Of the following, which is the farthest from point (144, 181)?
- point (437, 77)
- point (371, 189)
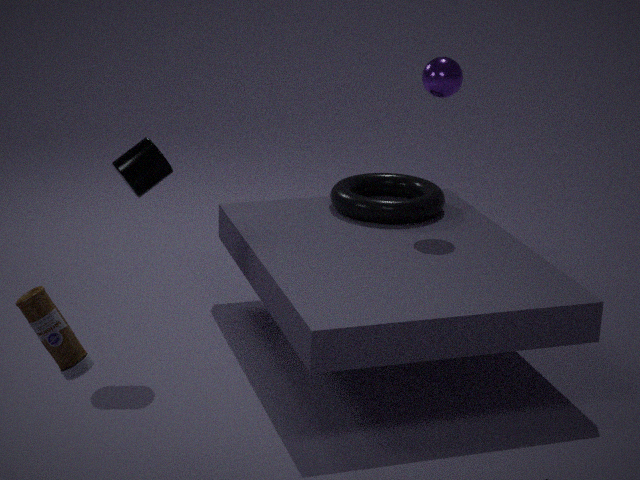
point (437, 77)
